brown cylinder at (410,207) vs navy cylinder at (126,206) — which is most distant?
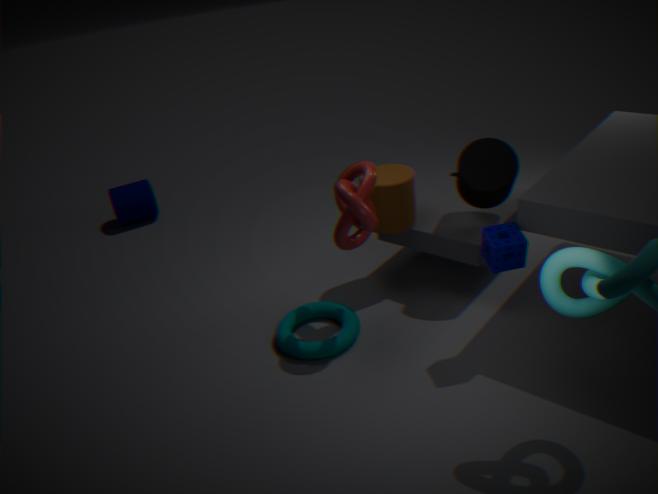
navy cylinder at (126,206)
